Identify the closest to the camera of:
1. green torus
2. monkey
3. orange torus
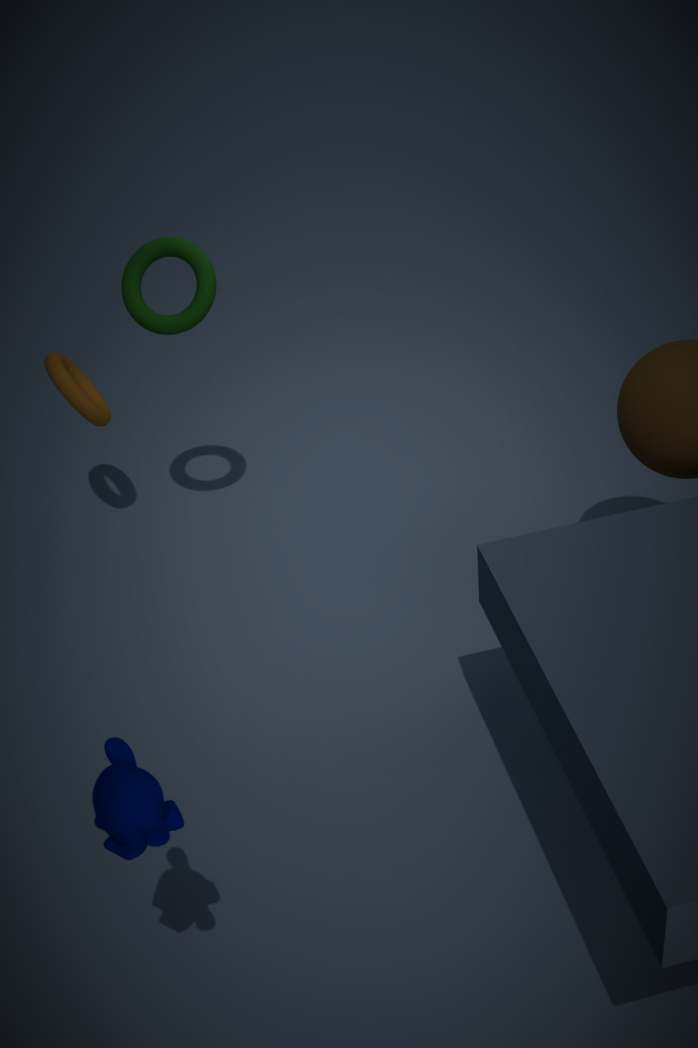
monkey
